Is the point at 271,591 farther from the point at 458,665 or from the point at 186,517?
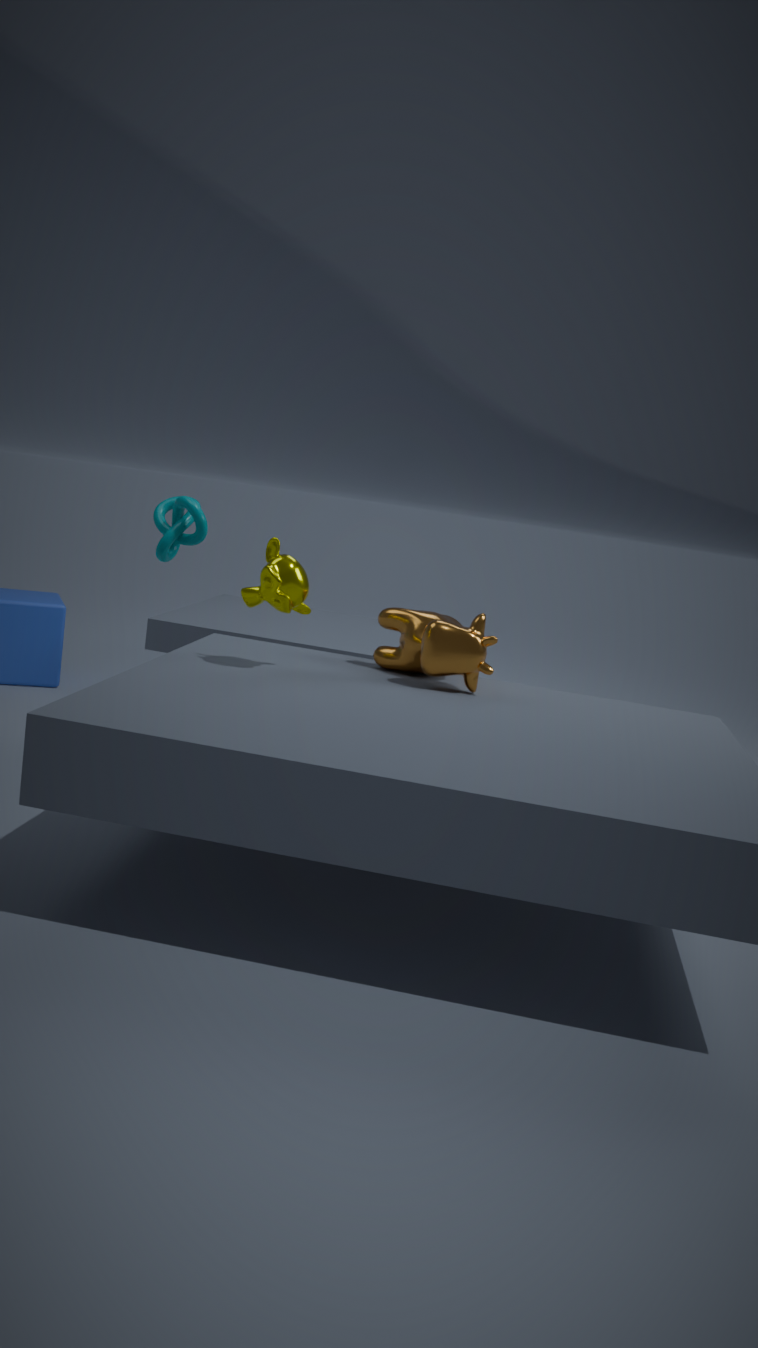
the point at 186,517
